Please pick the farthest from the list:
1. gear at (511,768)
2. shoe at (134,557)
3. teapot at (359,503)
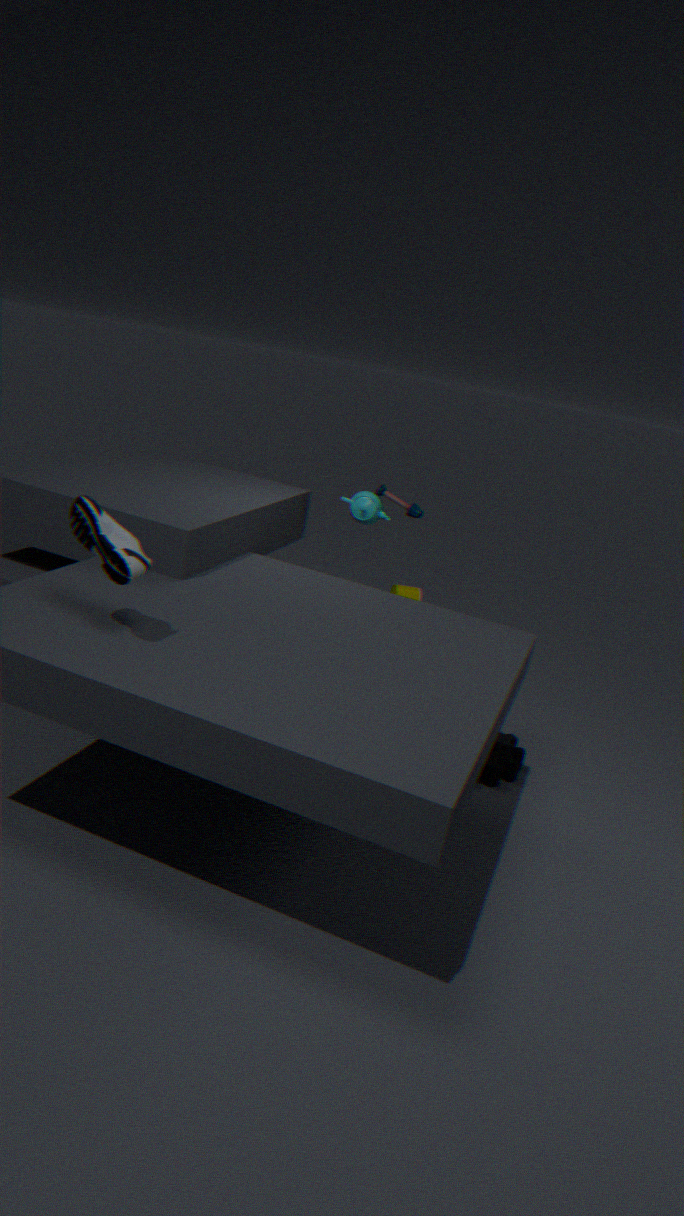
teapot at (359,503)
